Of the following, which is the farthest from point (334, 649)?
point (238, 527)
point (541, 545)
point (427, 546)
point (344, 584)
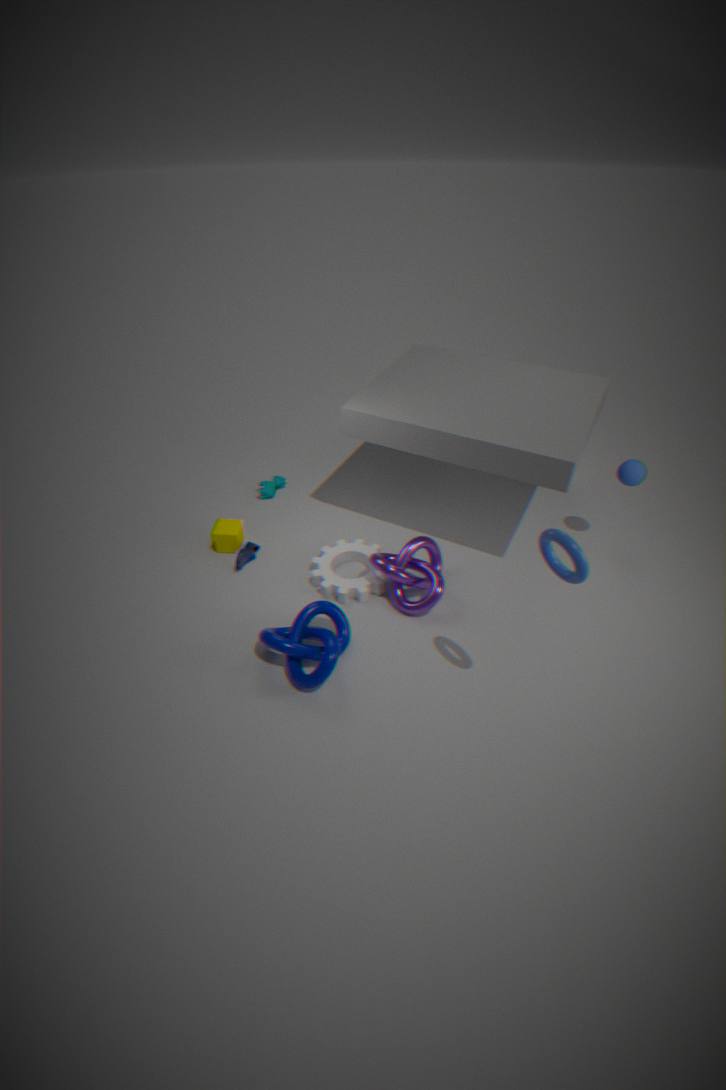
point (541, 545)
